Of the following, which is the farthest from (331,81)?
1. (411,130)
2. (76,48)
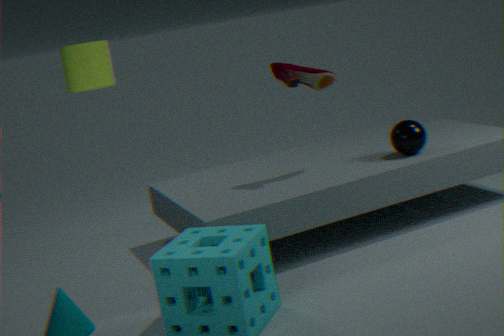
(76,48)
